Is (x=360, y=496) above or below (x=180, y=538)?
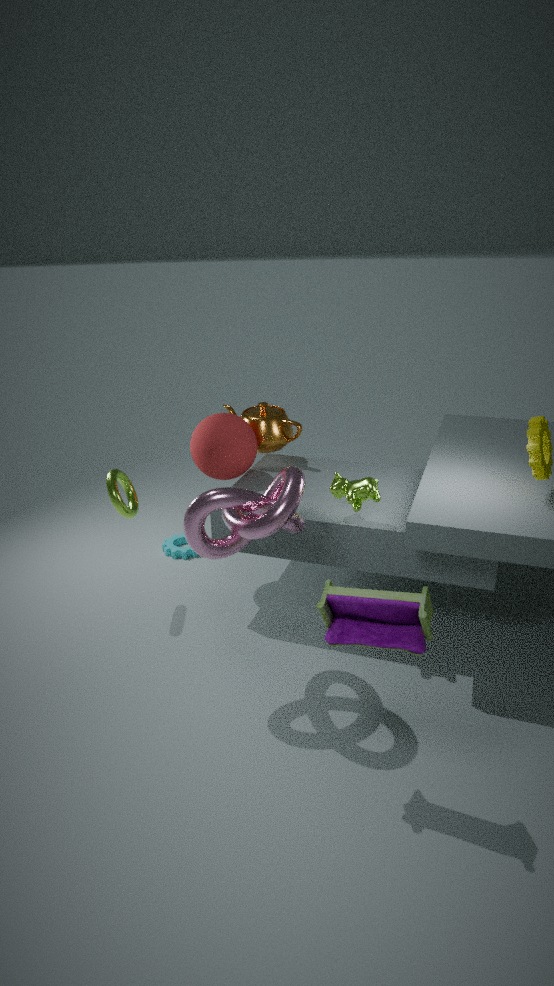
above
